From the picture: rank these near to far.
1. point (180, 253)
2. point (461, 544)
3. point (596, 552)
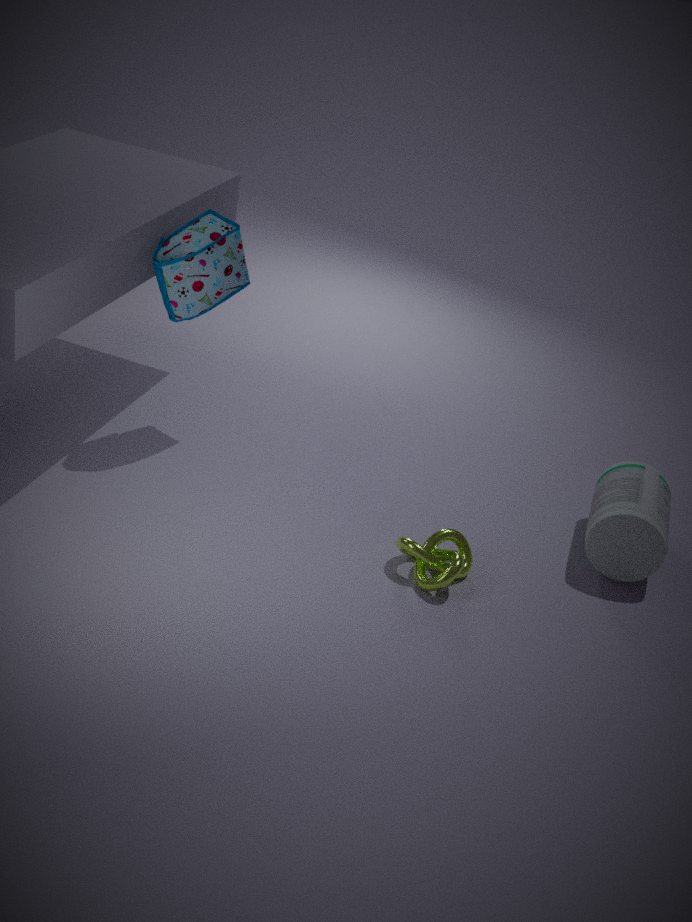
1. point (461, 544)
2. point (596, 552)
3. point (180, 253)
